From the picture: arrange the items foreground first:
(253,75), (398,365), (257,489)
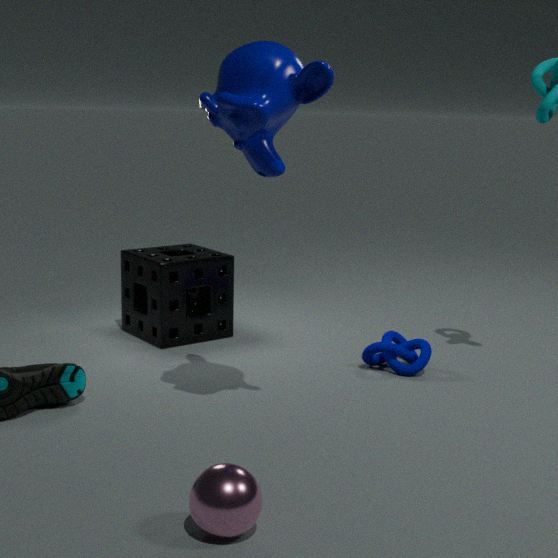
1. (257,489)
2. (253,75)
3. (398,365)
